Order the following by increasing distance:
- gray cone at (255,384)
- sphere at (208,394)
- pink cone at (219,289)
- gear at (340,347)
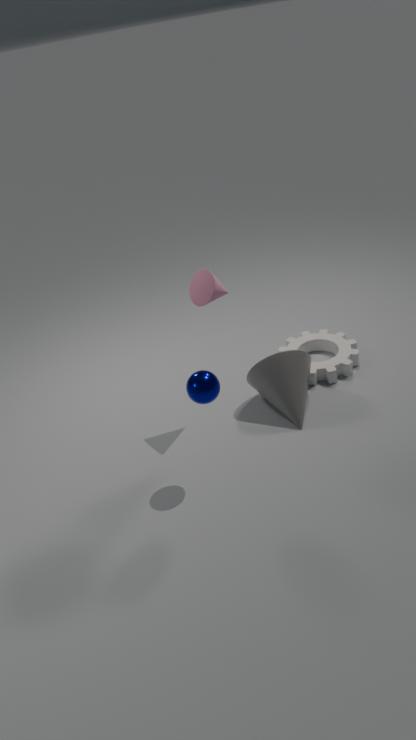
1. sphere at (208,394)
2. pink cone at (219,289)
3. gray cone at (255,384)
4. gear at (340,347)
